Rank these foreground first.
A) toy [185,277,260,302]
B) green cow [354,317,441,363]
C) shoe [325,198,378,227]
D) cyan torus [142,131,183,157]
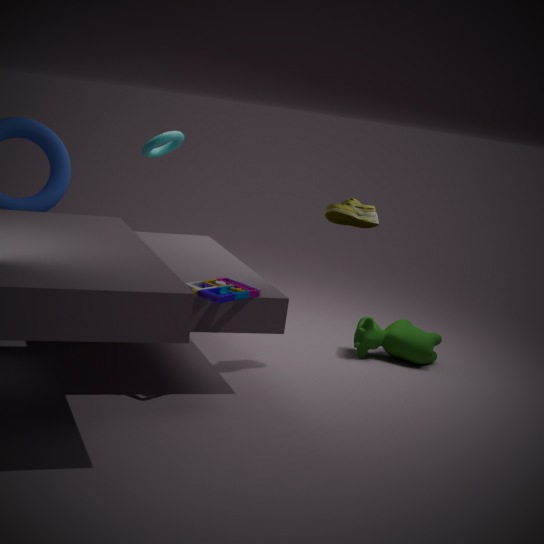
toy [185,277,260,302]
shoe [325,198,378,227]
green cow [354,317,441,363]
cyan torus [142,131,183,157]
